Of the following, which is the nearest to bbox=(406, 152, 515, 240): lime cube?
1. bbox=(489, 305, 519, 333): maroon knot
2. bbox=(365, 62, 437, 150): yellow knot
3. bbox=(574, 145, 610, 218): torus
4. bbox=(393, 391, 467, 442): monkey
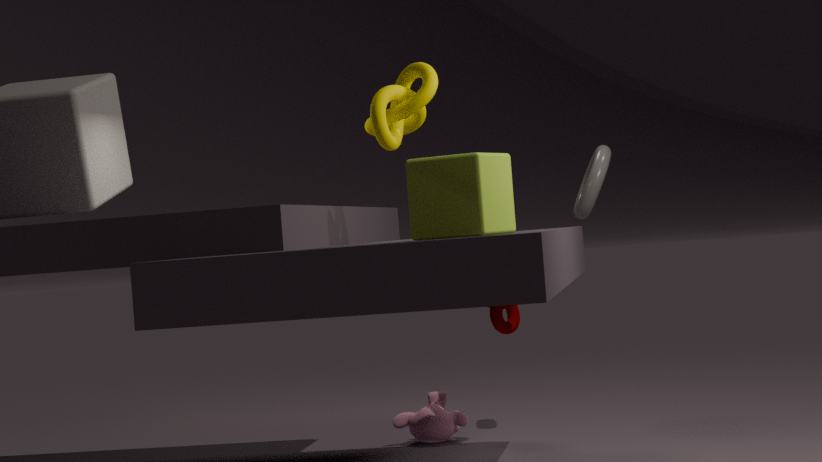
bbox=(365, 62, 437, 150): yellow knot
